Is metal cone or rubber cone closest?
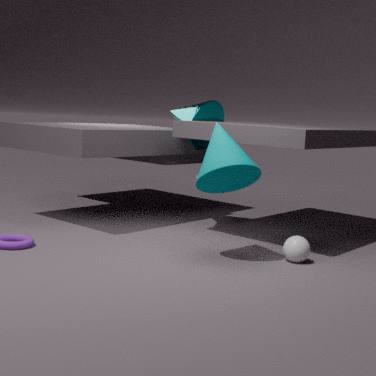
rubber cone
